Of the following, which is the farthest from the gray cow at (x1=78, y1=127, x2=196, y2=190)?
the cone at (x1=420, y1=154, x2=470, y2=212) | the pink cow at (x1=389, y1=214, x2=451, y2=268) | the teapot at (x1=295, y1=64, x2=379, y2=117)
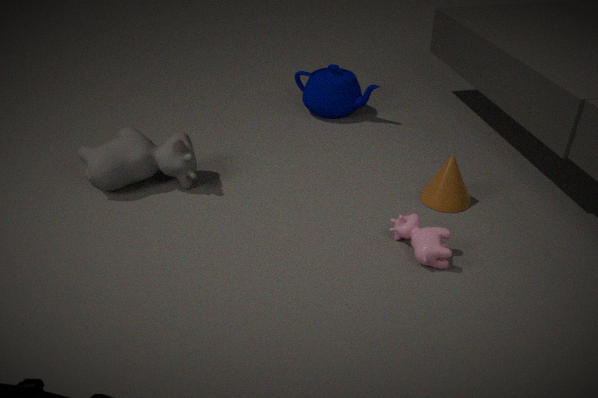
the cone at (x1=420, y1=154, x2=470, y2=212)
